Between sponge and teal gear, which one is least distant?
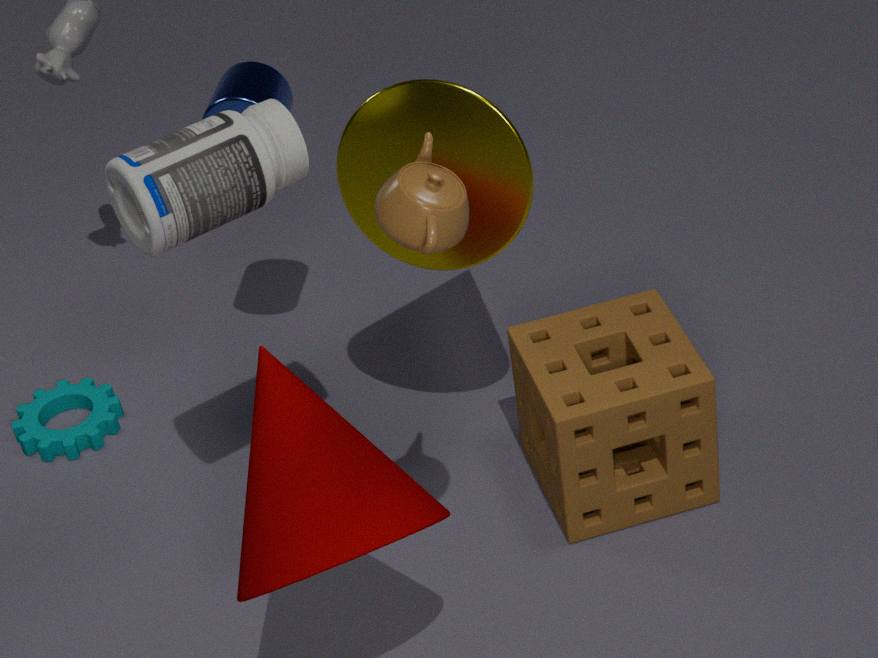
sponge
